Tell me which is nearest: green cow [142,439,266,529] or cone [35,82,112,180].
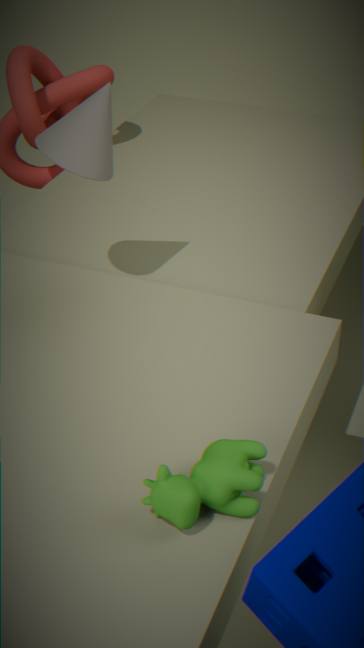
green cow [142,439,266,529]
